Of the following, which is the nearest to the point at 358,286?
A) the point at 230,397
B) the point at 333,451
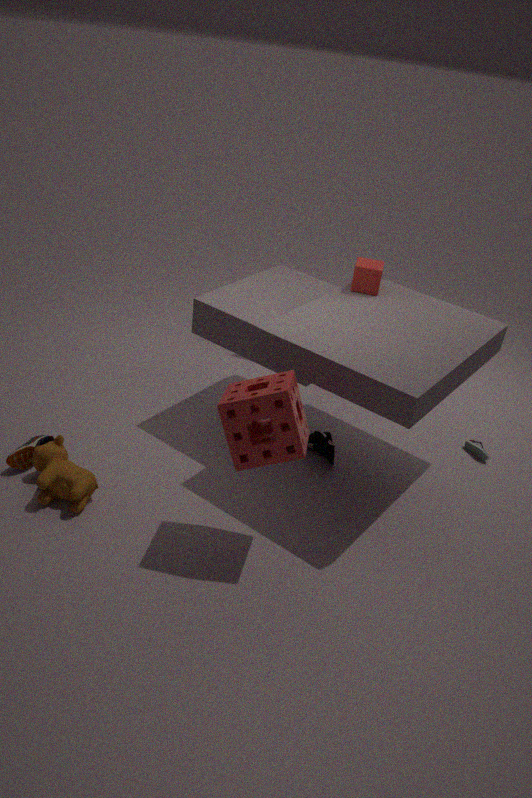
the point at 333,451
